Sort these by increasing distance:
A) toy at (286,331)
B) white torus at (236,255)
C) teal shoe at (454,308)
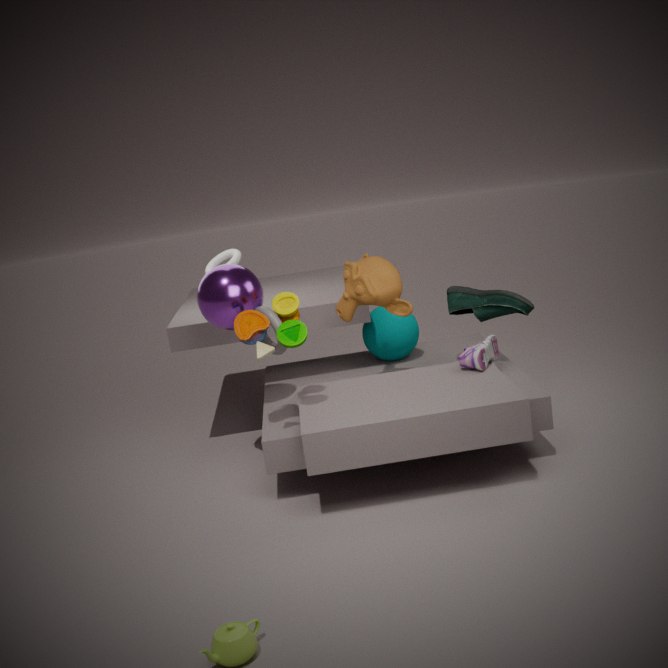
toy at (286,331)
teal shoe at (454,308)
white torus at (236,255)
